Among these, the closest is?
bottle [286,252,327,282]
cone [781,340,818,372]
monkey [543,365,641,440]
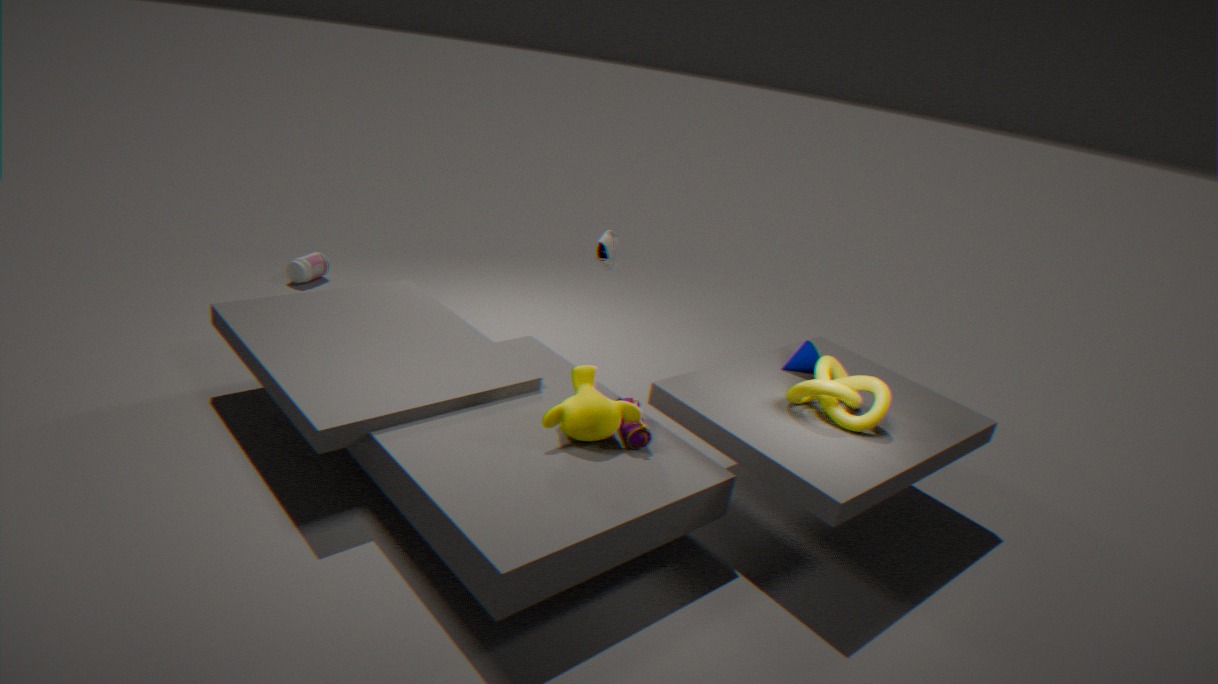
monkey [543,365,641,440]
